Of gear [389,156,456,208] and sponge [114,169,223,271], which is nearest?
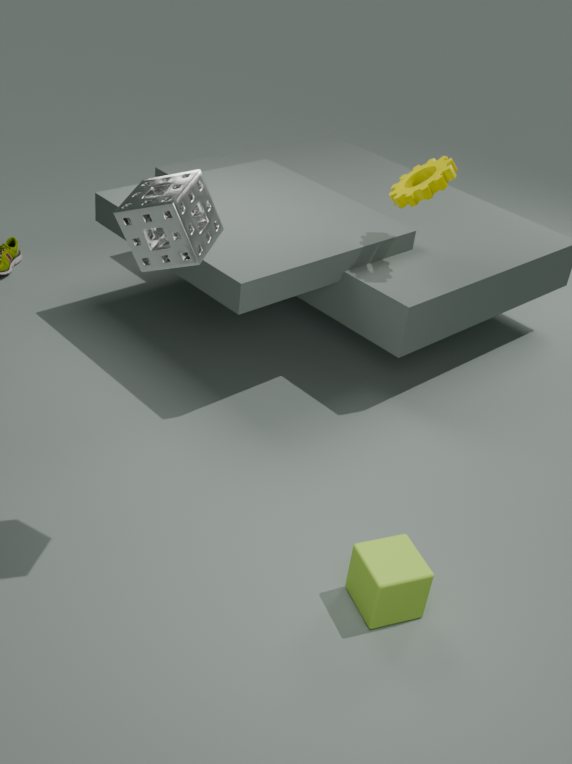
sponge [114,169,223,271]
